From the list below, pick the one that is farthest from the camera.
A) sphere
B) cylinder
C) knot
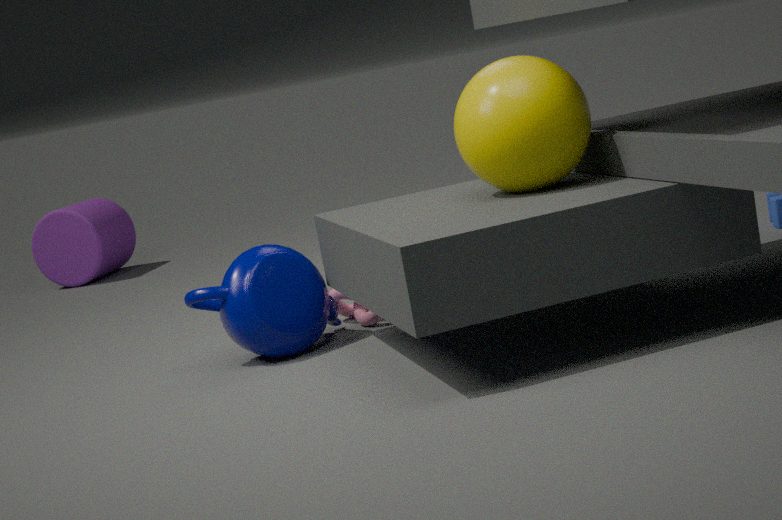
cylinder
